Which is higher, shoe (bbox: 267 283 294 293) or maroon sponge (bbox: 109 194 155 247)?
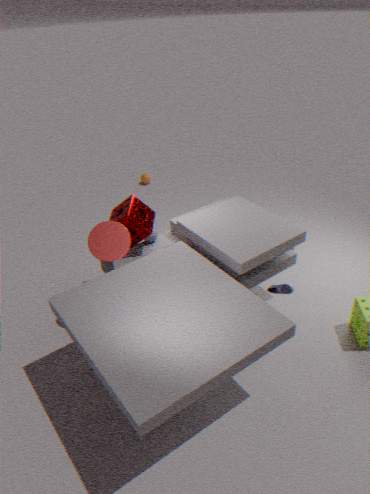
maroon sponge (bbox: 109 194 155 247)
